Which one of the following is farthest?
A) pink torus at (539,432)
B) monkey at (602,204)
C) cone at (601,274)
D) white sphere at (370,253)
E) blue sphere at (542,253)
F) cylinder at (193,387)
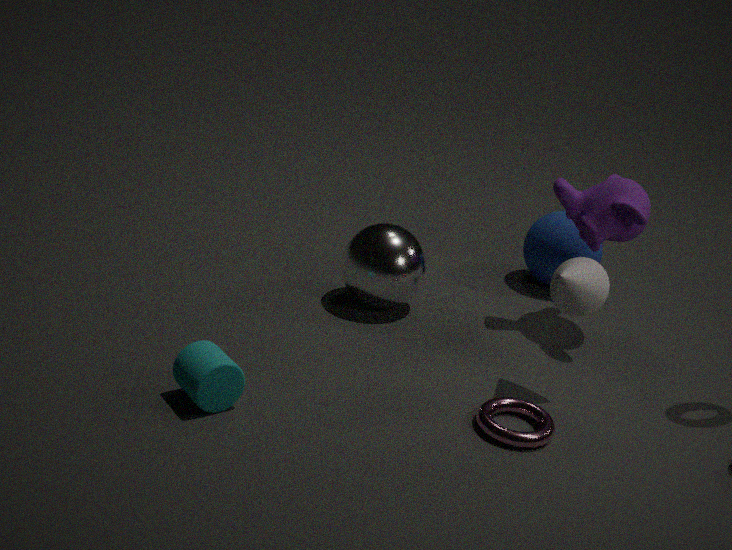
blue sphere at (542,253)
